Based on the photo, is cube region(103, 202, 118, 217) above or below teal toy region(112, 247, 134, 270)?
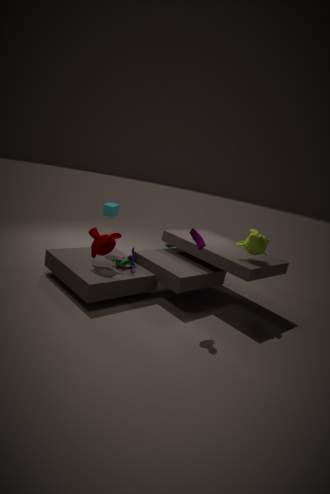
above
